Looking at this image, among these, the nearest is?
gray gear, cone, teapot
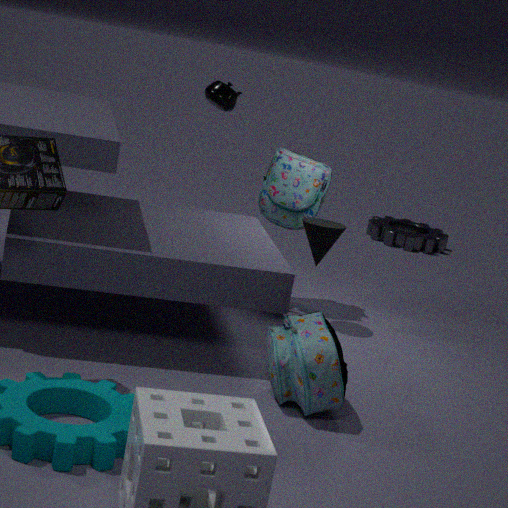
cone
